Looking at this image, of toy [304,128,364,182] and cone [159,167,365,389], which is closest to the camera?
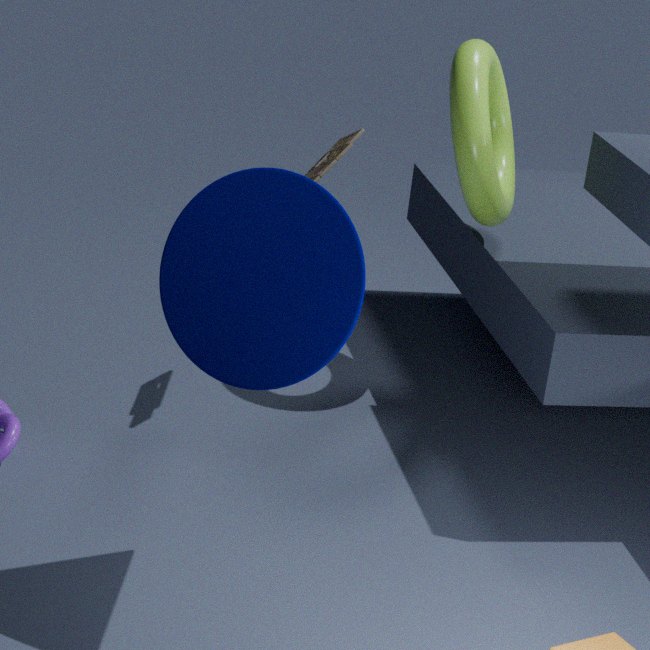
cone [159,167,365,389]
